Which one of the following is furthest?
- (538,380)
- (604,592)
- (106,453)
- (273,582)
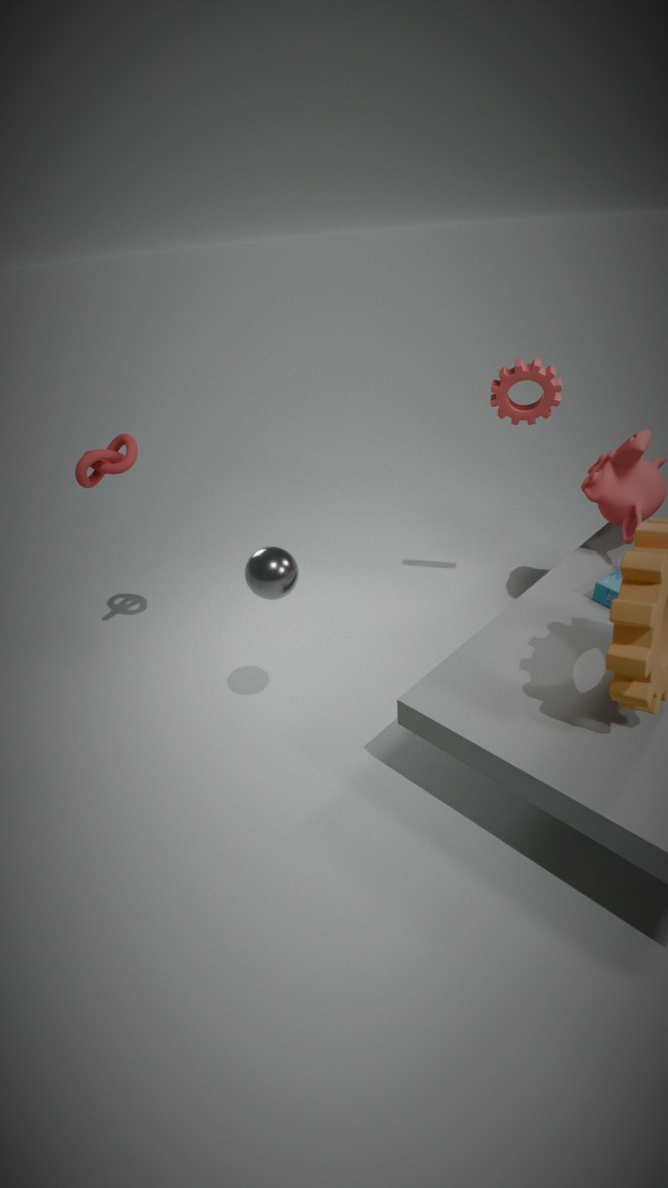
(538,380)
